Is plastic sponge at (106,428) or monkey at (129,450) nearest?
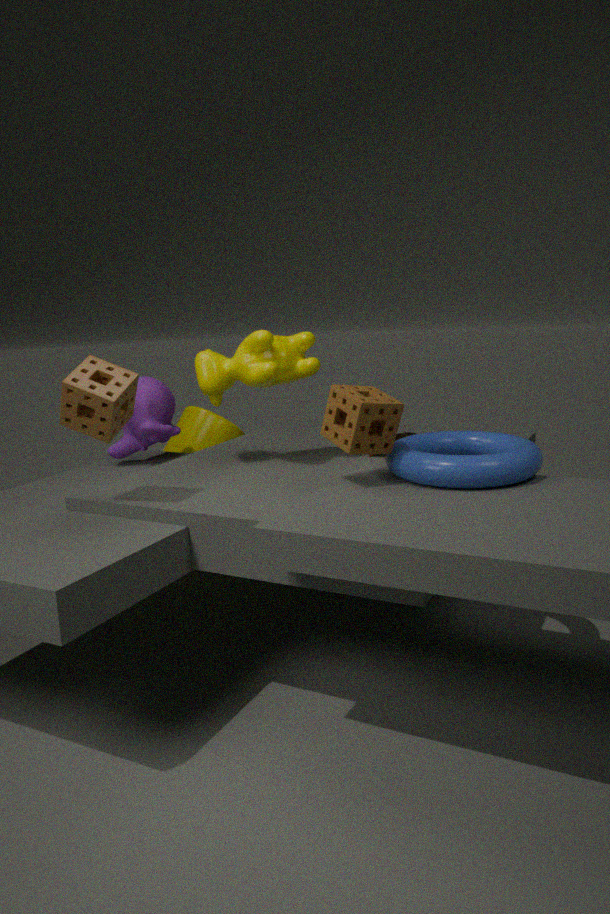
plastic sponge at (106,428)
